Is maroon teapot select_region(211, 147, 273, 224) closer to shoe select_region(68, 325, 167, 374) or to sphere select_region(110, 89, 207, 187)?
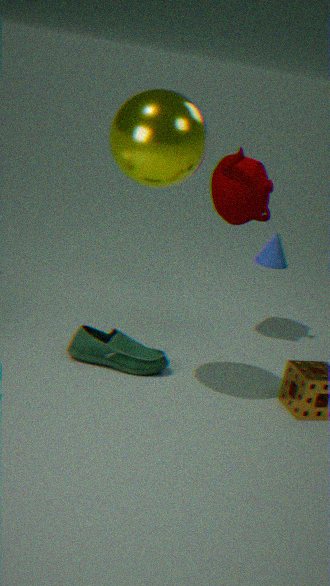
sphere select_region(110, 89, 207, 187)
